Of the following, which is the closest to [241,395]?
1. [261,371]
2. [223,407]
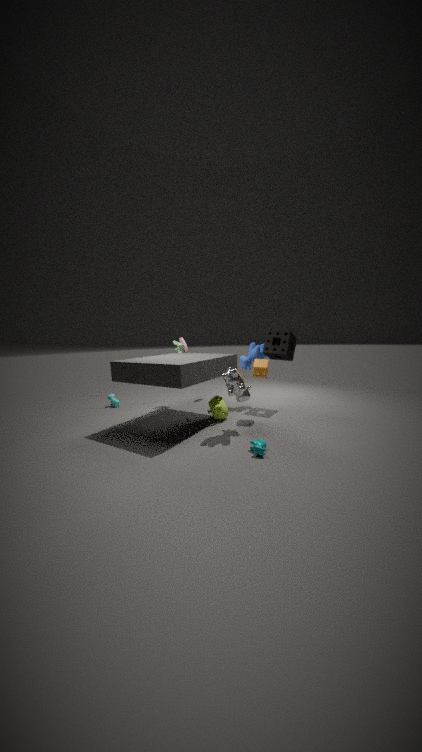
[261,371]
